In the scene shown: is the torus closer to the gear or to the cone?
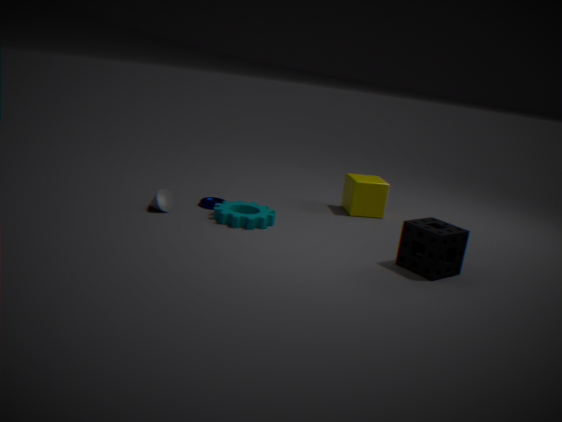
the gear
